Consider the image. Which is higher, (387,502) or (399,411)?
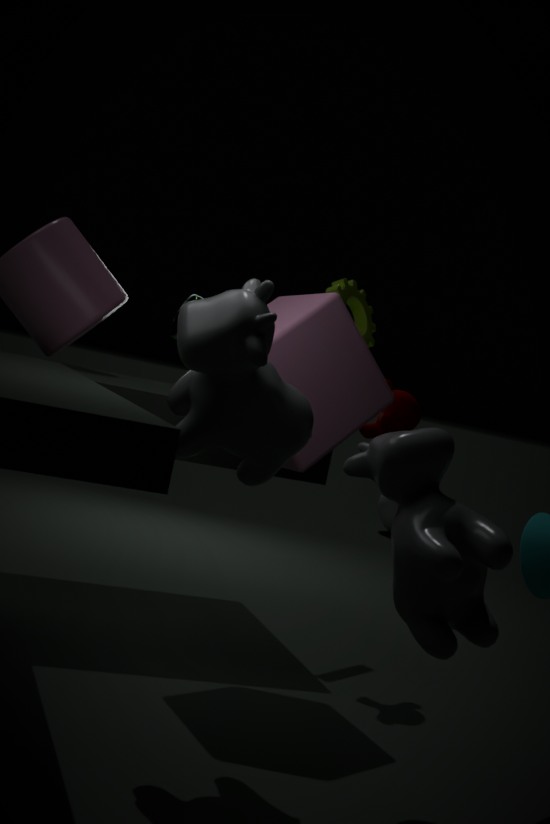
(399,411)
